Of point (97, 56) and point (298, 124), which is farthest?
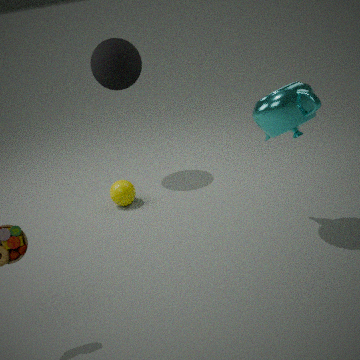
point (97, 56)
